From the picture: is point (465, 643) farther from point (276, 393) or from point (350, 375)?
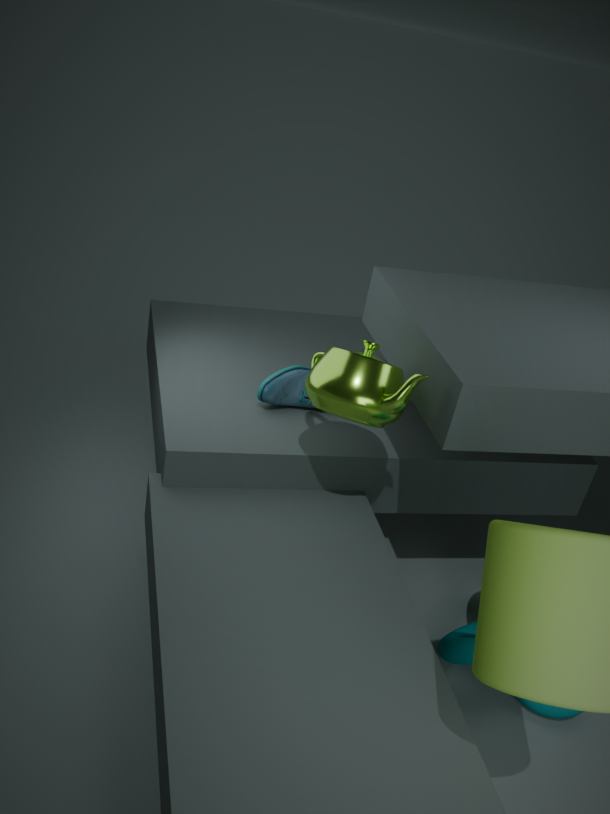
point (276, 393)
